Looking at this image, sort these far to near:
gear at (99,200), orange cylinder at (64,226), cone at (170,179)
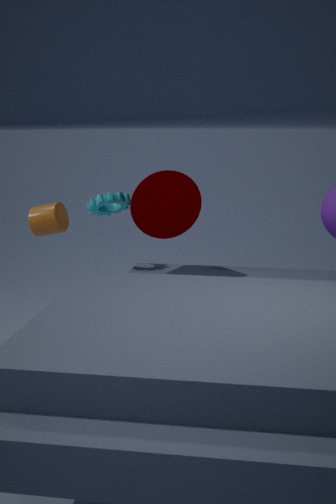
1. gear at (99,200)
2. cone at (170,179)
3. orange cylinder at (64,226)
